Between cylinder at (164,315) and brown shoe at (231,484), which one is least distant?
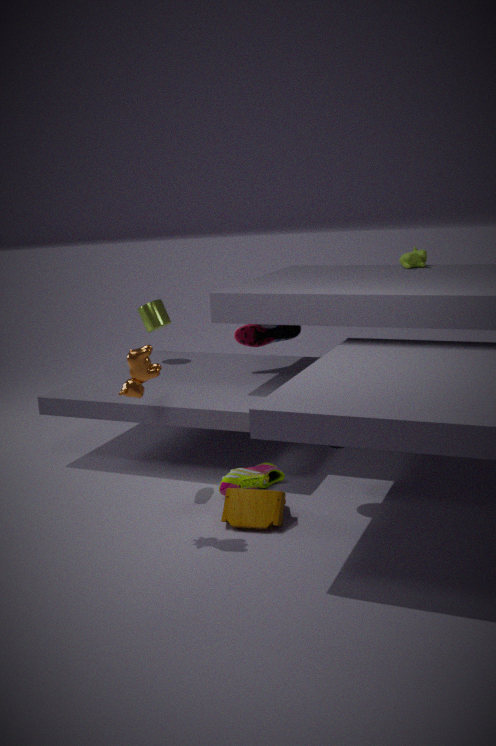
brown shoe at (231,484)
